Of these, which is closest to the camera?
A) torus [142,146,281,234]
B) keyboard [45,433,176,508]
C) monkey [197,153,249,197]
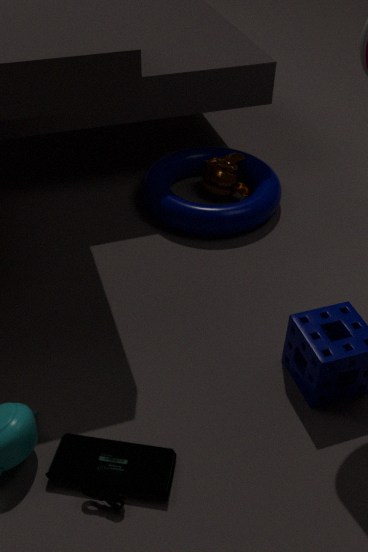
keyboard [45,433,176,508]
